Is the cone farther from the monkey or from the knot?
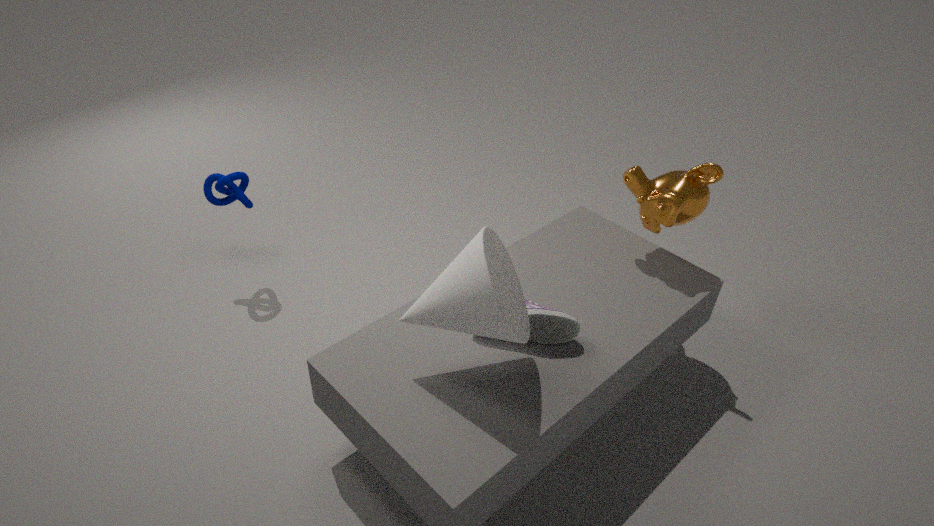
the knot
